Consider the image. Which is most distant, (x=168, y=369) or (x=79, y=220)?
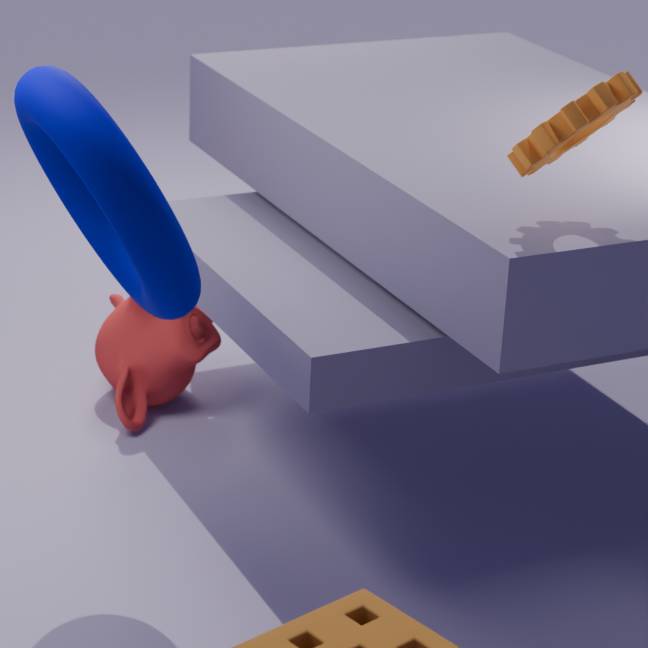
(x=168, y=369)
